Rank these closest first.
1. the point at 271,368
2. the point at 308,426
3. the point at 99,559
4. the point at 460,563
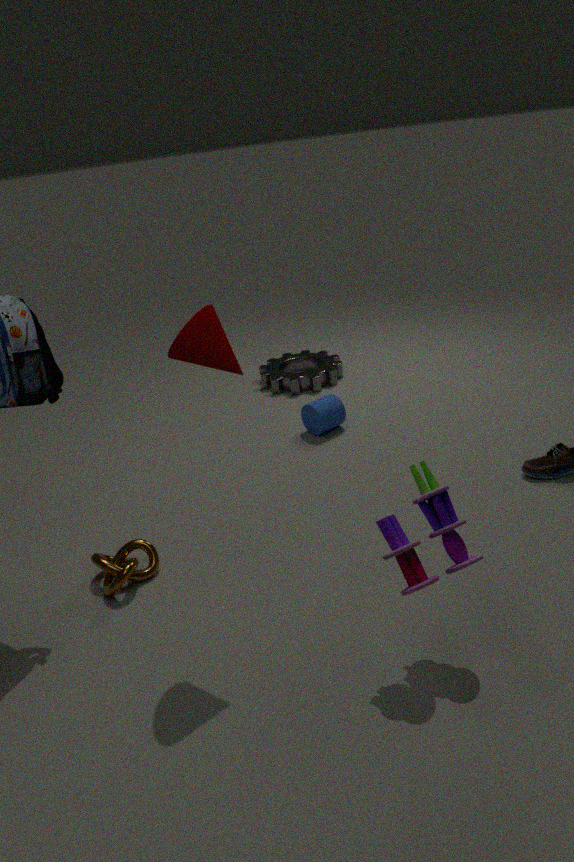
the point at 460,563
the point at 99,559
the point at 308,426
the point at 271,368
